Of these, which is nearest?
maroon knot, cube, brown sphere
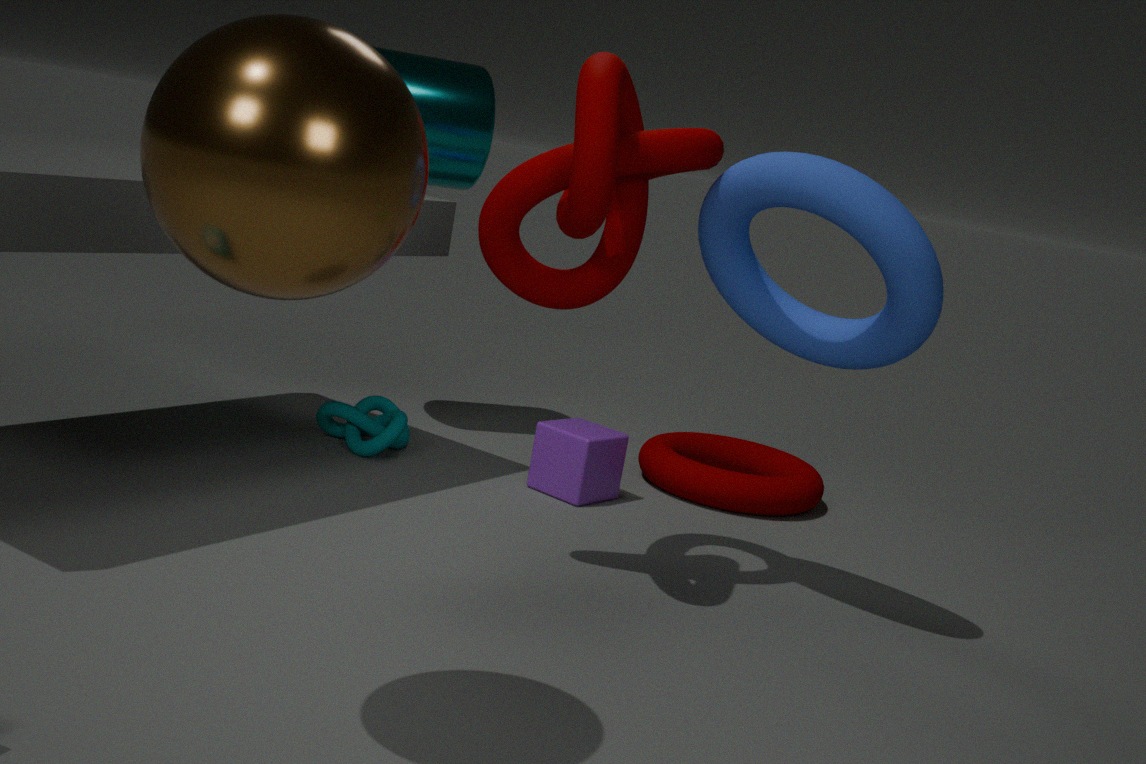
brown sphere
